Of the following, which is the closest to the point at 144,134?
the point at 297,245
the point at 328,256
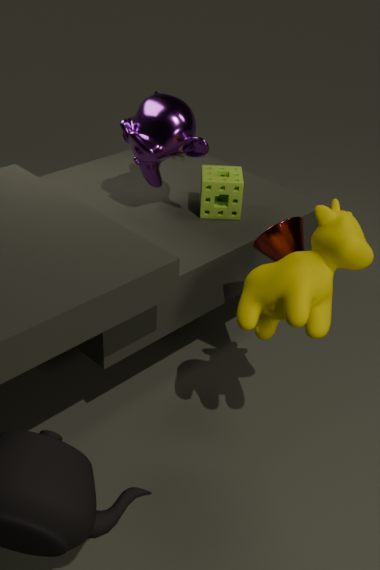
A: the point at 297,245
